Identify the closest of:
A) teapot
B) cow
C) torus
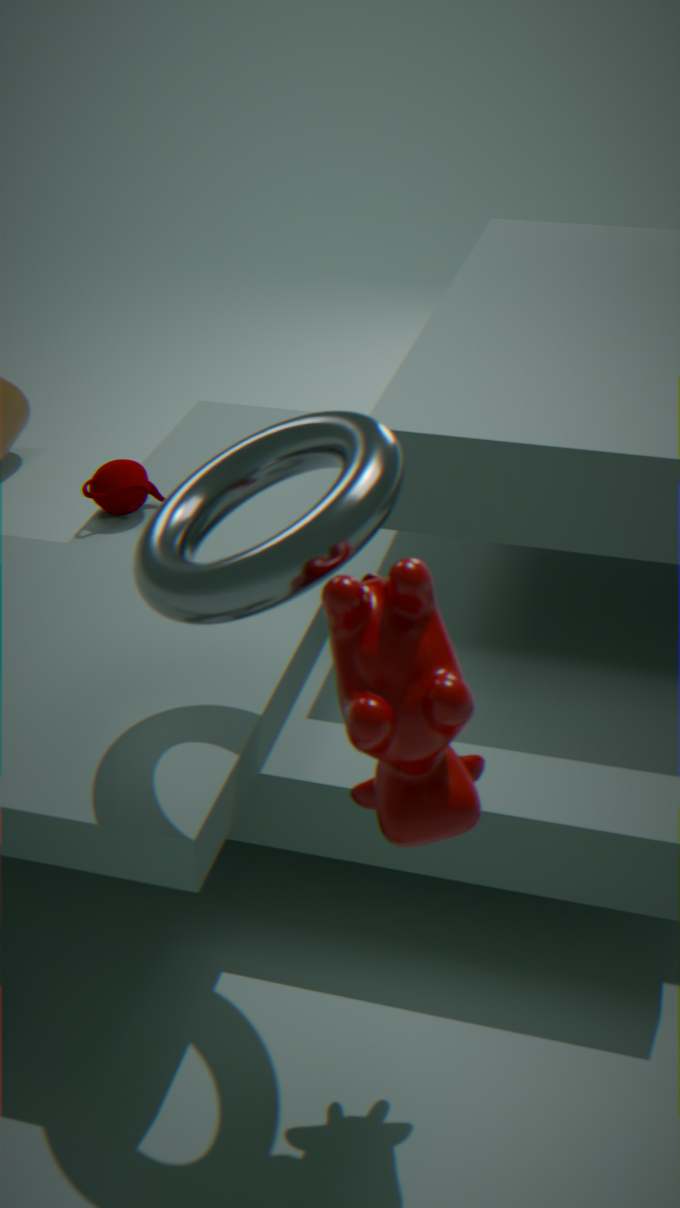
cow
